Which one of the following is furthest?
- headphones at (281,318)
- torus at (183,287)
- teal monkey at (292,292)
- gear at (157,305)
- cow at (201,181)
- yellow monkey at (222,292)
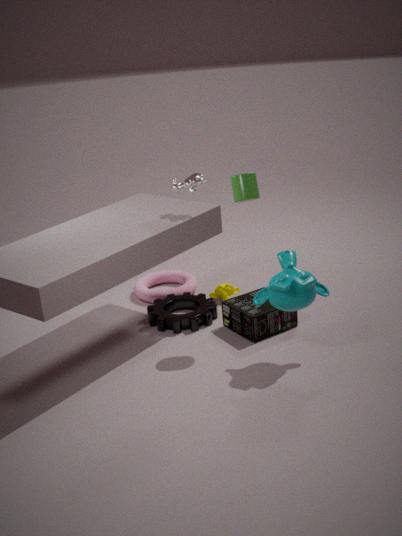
torus at (183,287)
